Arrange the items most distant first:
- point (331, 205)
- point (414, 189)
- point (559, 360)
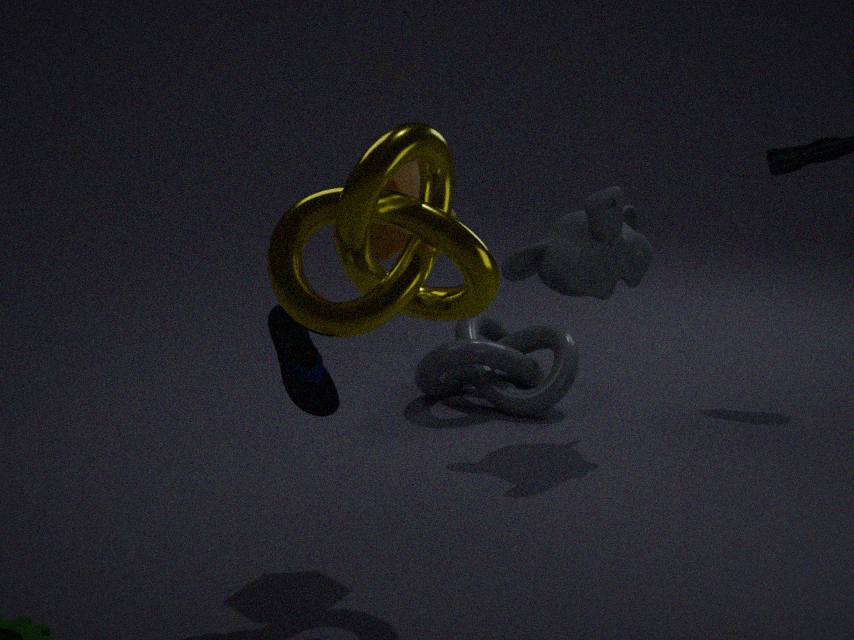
point (559, 360) → point (414, 189) → point (331, 205)
